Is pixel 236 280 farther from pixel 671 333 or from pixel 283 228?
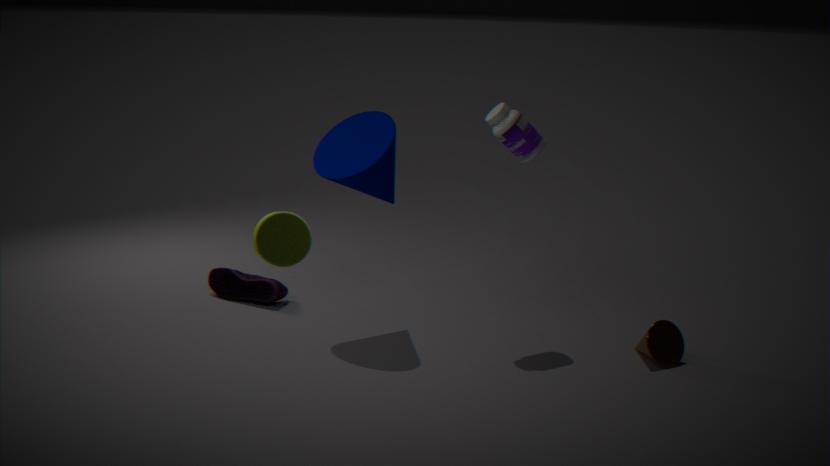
pixel 671 333
